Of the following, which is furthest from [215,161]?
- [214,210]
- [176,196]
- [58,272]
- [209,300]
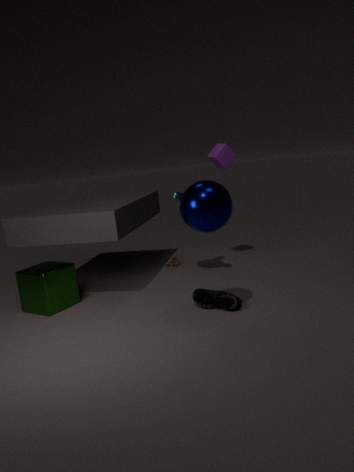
[58,272]
